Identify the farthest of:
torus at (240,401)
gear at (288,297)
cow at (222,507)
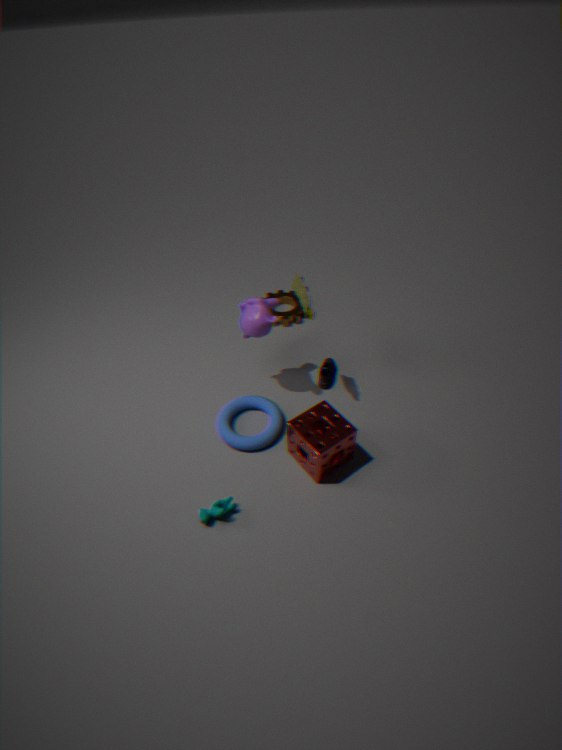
gear at (288,297)
